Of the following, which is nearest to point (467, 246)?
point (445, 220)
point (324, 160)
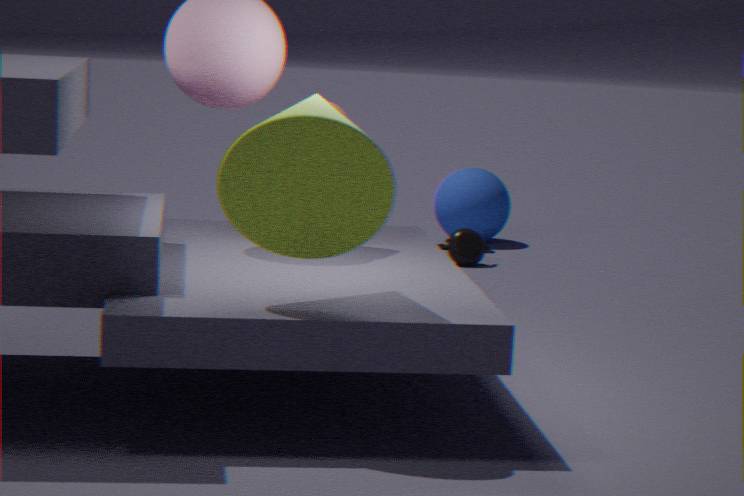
point (445, 220)
